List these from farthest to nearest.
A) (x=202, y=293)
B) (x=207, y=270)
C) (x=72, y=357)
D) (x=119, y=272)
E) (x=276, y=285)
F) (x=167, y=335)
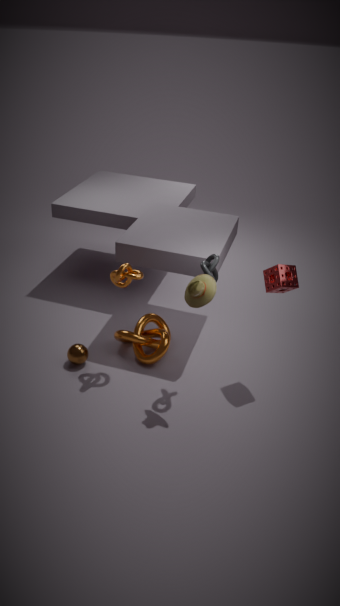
(x=167, y=335) < (x=72, y=357) < (x=119, y=272) < (x=276, y=285) < (x=207, y=270) < (x=202, y=293)
